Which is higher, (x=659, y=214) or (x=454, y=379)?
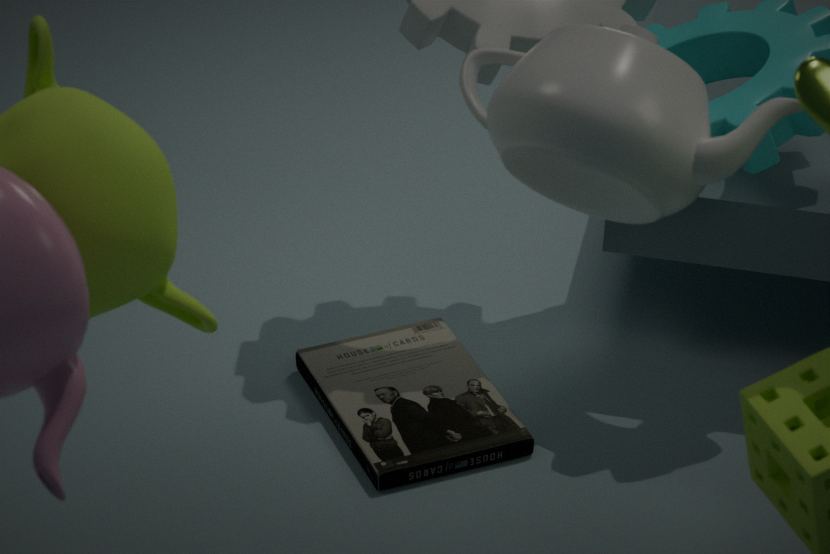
(x=659, y=214)
